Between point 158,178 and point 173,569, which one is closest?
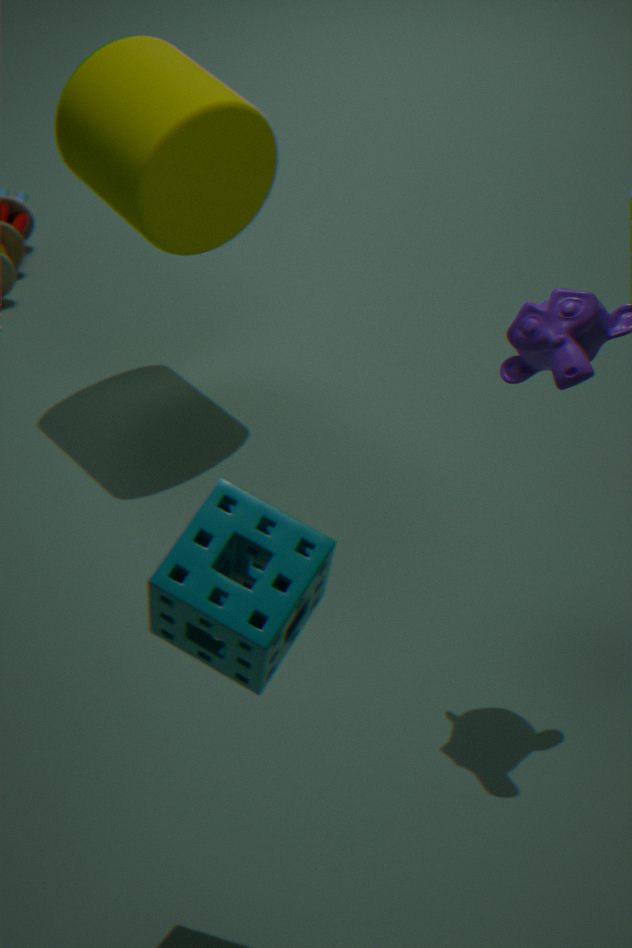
point 173,569
